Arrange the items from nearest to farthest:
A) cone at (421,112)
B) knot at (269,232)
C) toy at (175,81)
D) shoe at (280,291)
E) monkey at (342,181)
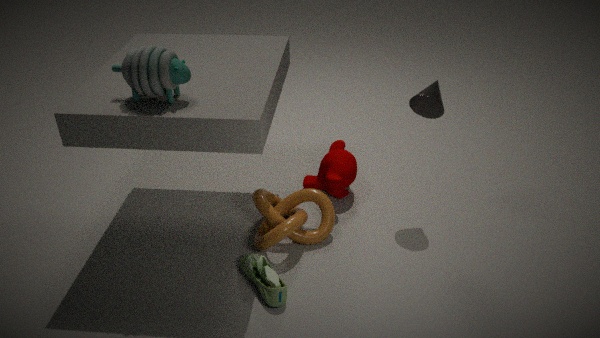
toy at (175,81) < shoe at (280,291) < knot at (269,232) < cone at (421,112) < monkey at (342,181)
